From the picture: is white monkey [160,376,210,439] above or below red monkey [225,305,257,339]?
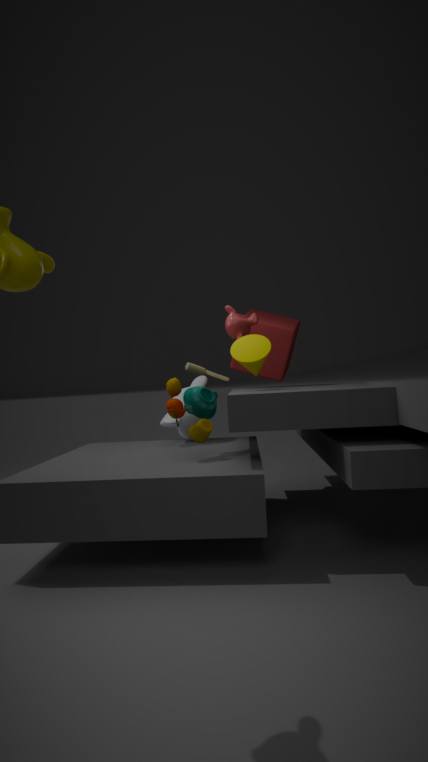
below
